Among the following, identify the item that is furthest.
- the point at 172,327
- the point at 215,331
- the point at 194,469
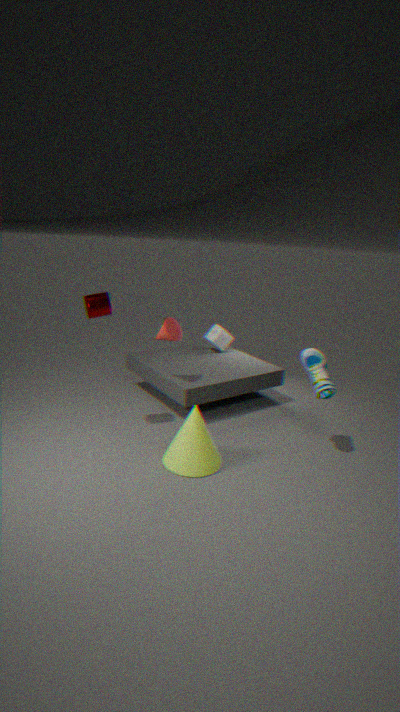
the point at 215,331
